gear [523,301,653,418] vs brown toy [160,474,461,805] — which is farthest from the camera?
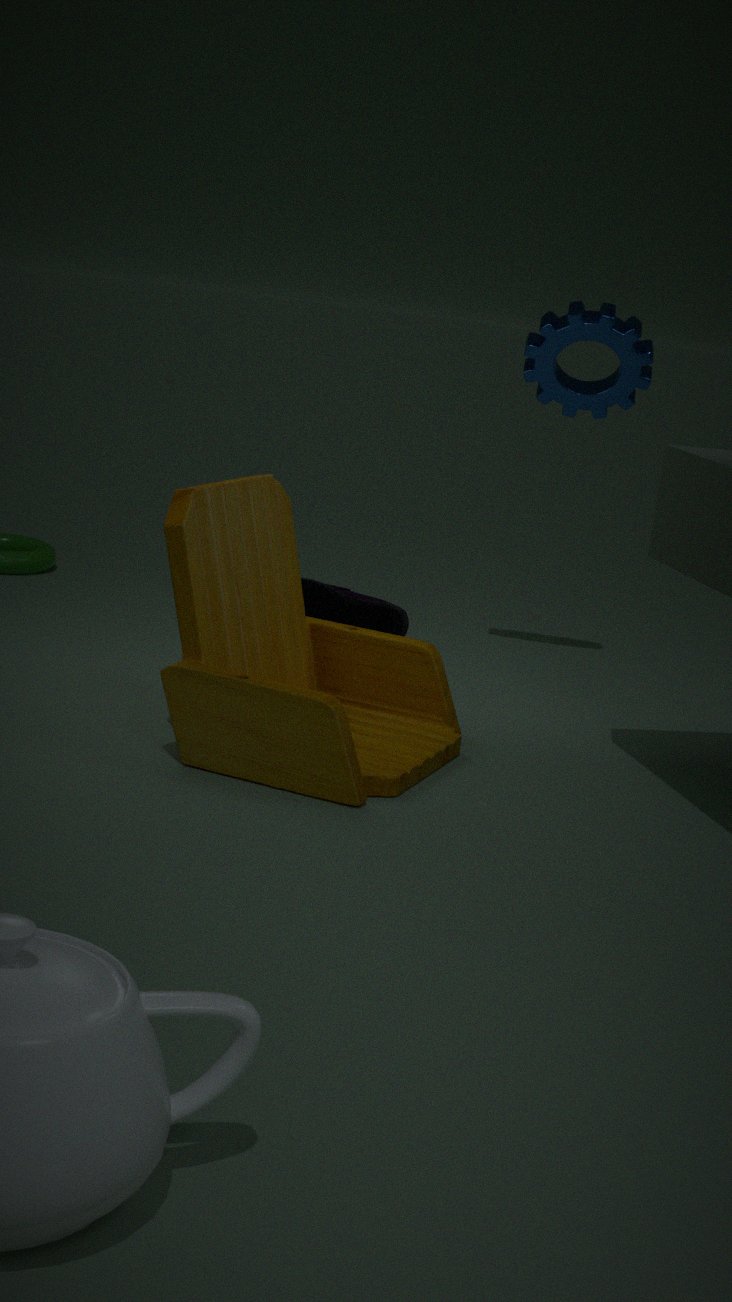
gear [523,301,653,418]
